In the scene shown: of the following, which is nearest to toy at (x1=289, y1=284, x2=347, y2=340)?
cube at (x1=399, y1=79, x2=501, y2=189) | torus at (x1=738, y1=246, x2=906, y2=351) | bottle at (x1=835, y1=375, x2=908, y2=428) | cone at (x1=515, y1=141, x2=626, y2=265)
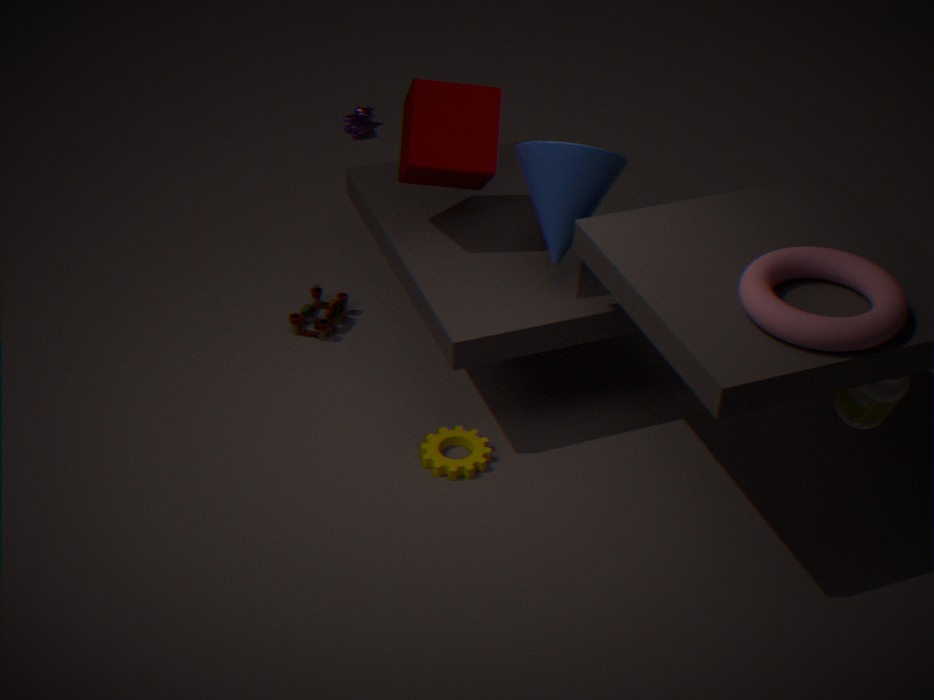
cube at (x1=399, y1=79, x2=501, y2=189)
